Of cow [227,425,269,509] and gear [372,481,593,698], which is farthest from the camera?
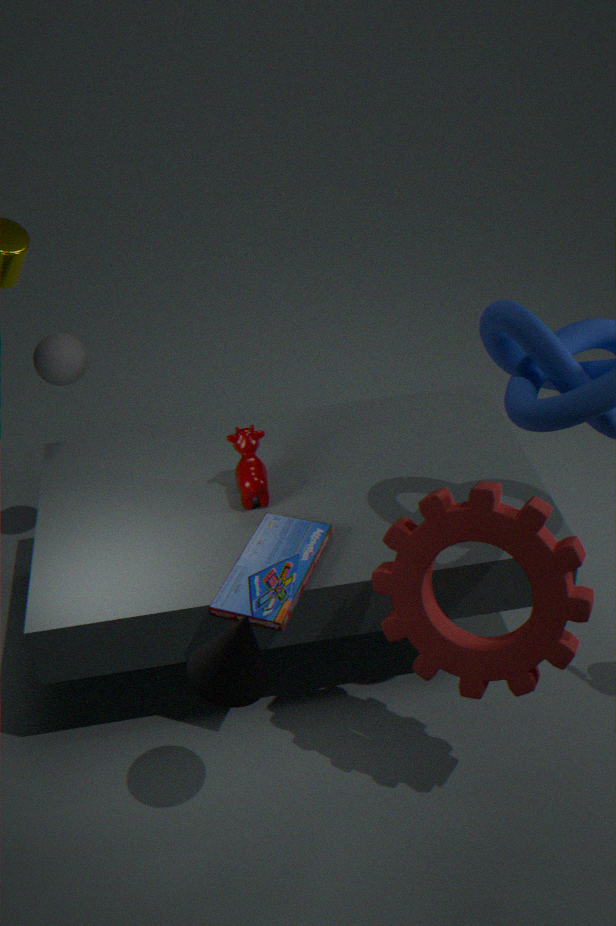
cow [227,425,269,509]
